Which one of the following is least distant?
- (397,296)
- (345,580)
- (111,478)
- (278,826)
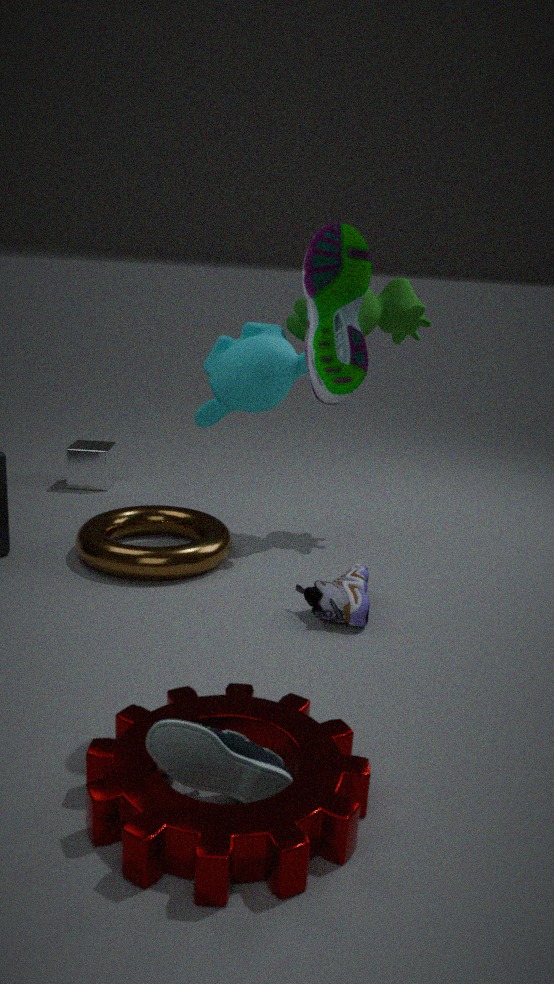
(278,826)
